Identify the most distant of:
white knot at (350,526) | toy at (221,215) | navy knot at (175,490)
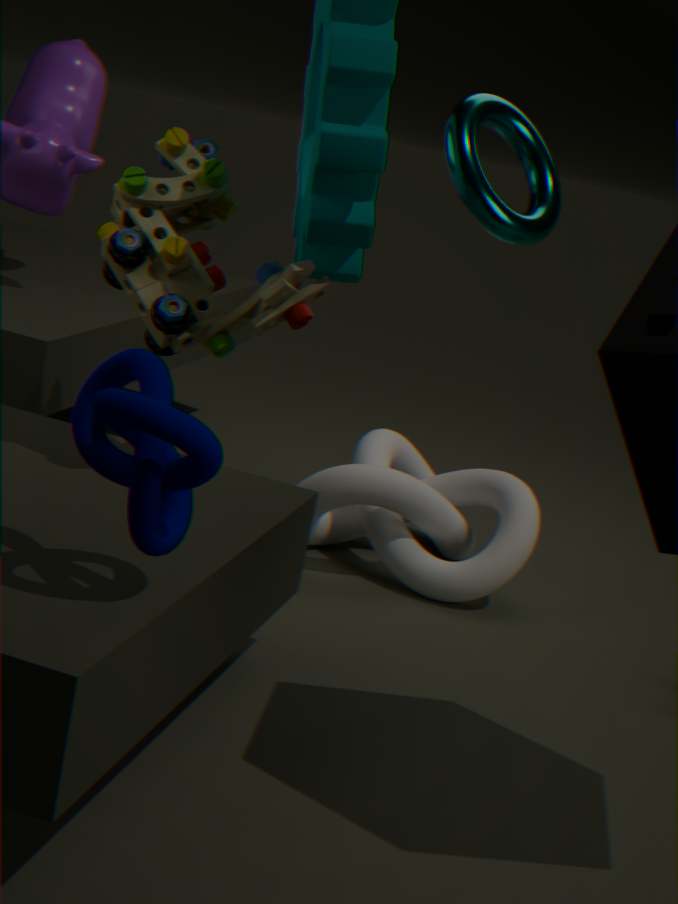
white knot at (350,526)
